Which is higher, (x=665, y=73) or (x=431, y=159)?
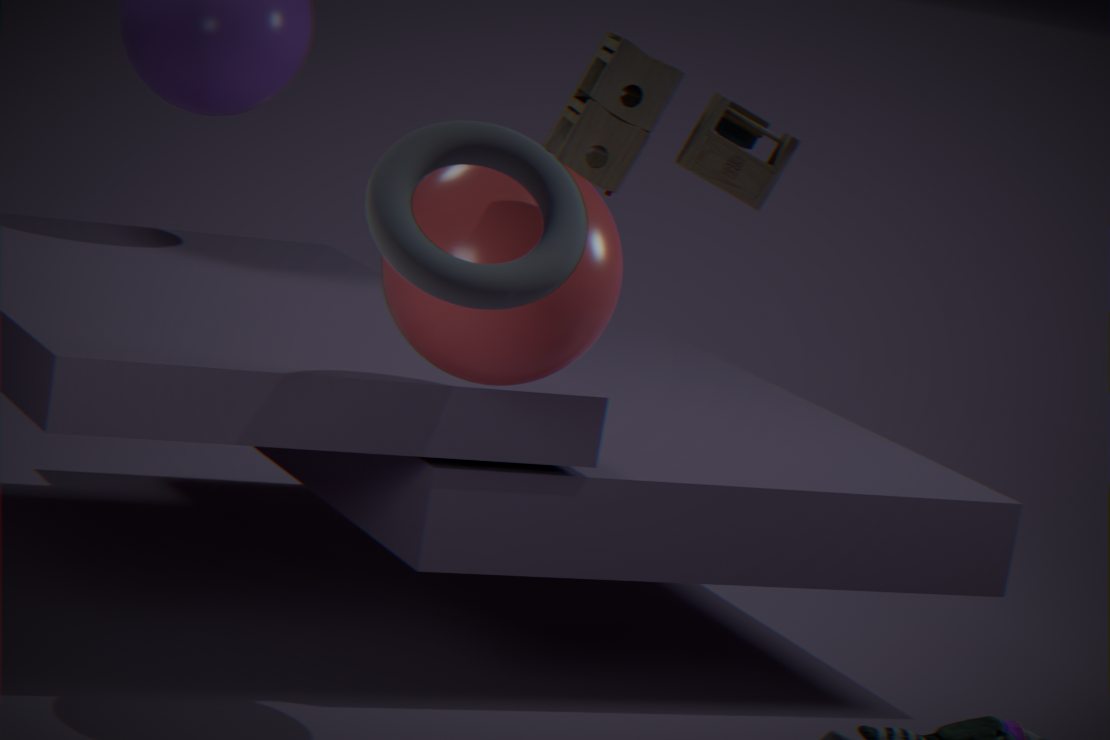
(x=665, y=73)
